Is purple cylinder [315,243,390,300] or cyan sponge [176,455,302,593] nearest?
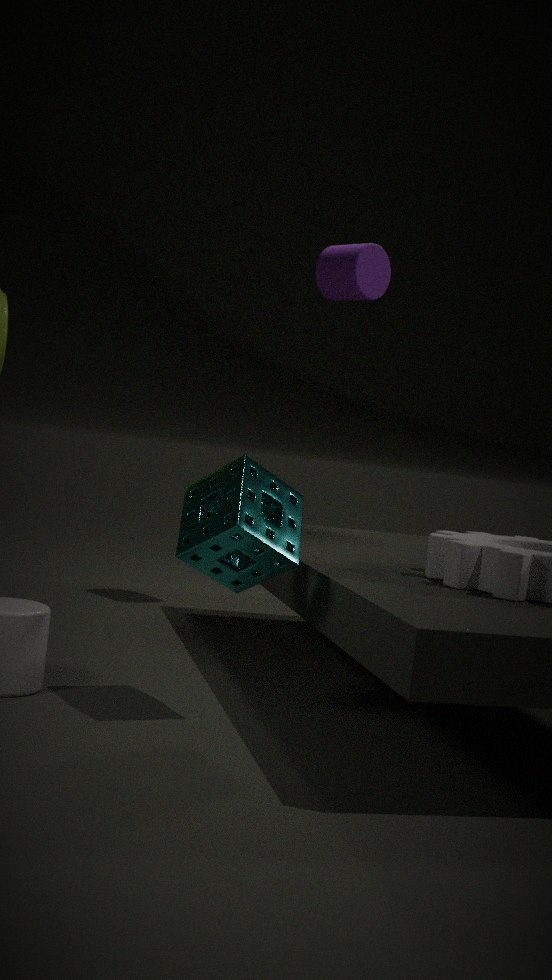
cyan sponge [176,455,302,593]
